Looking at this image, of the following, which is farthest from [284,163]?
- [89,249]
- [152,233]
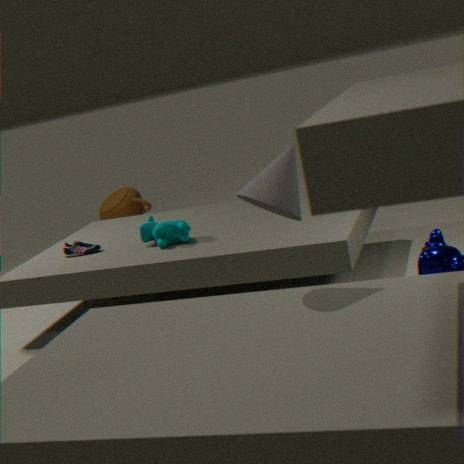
[89,249]
